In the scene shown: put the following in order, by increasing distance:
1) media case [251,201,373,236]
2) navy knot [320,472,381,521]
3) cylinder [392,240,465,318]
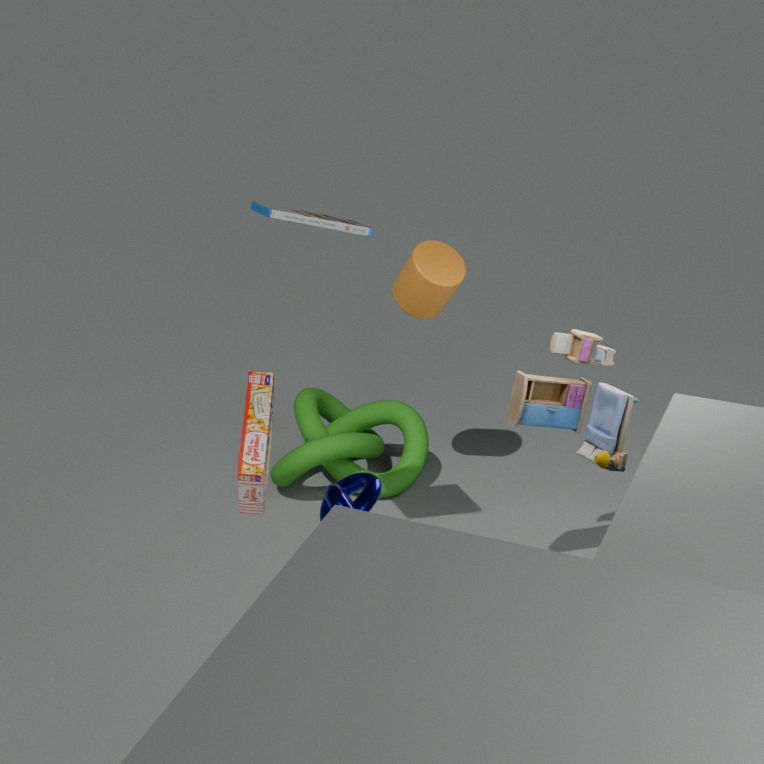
2. navy knot [320,472,381,521]
1. media case [251,201,373,236]
3. cylinder [392,240,465,318]
